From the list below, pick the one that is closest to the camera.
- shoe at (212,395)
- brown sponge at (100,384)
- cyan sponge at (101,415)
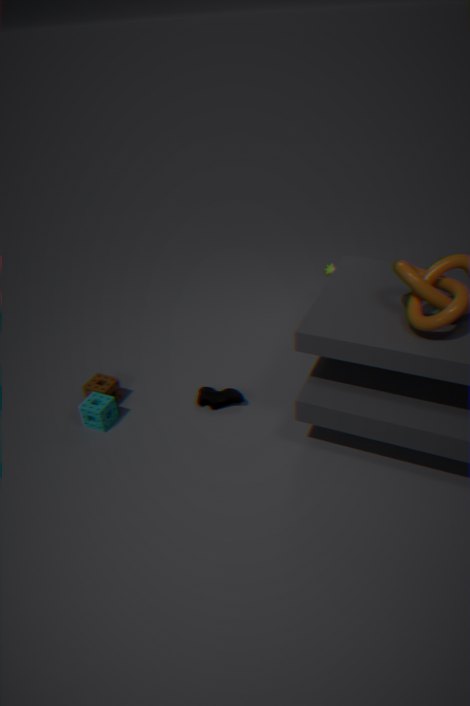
cyan sponge at (101,415)
